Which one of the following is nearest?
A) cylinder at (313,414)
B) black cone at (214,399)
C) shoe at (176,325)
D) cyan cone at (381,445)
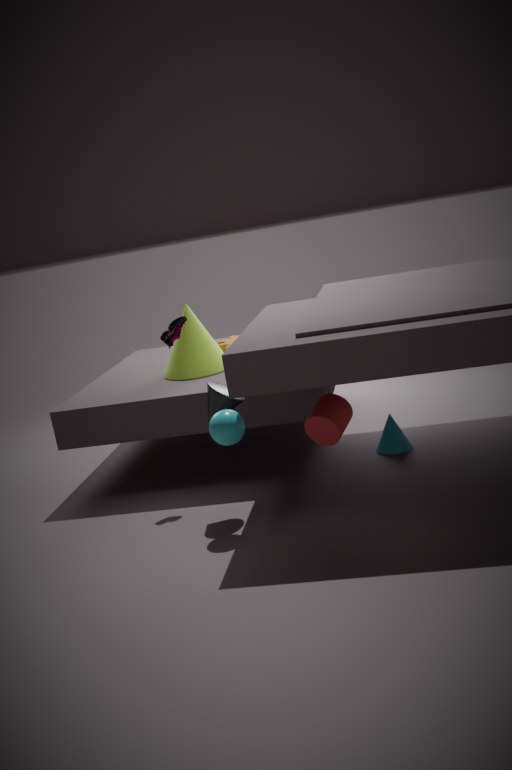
cylinder at (313,414)
